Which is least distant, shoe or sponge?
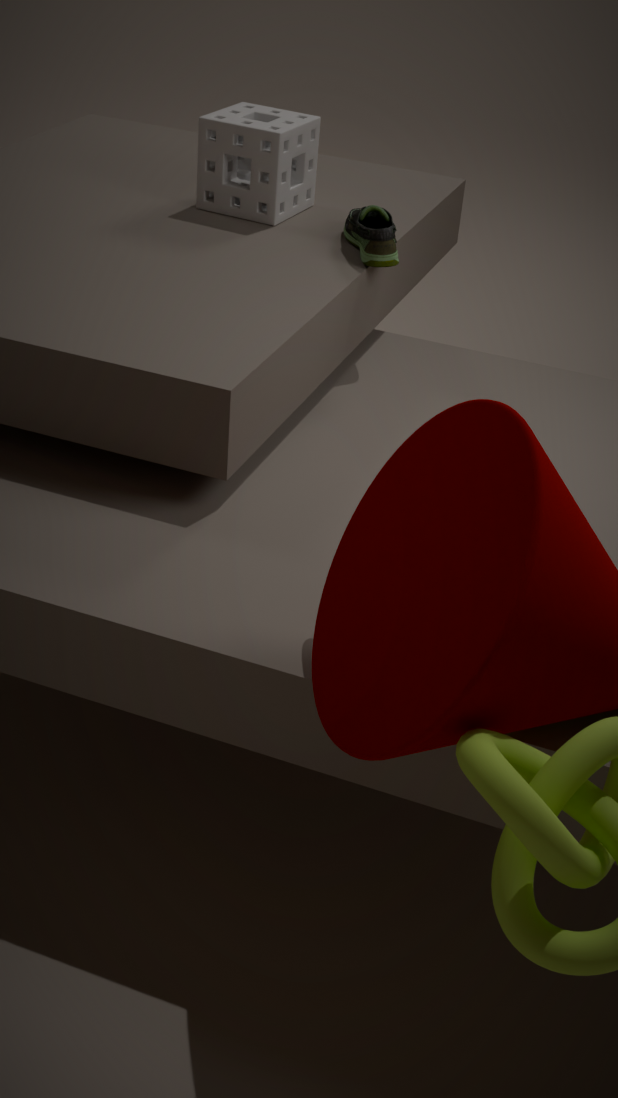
shoe
